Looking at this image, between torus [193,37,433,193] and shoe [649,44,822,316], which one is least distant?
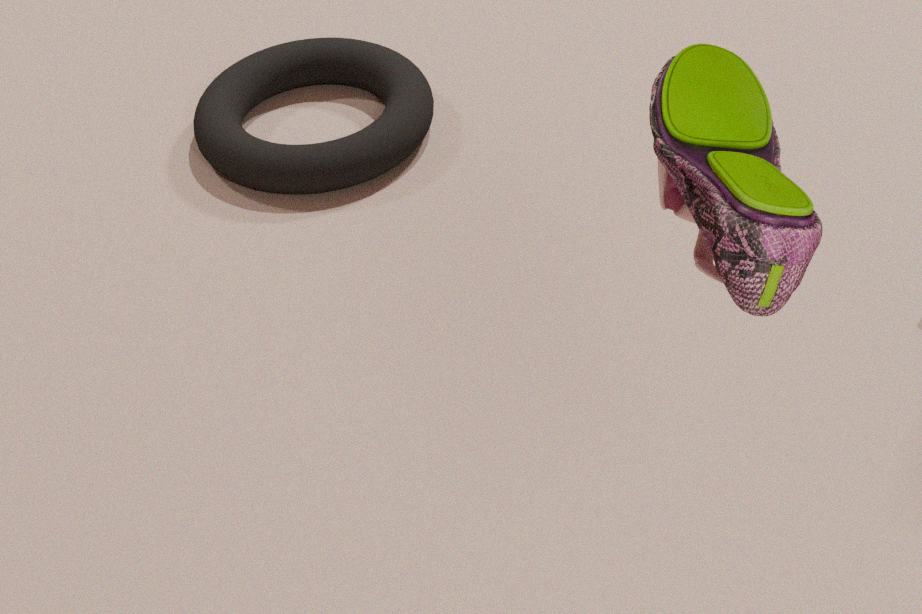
shoe [649,44,822,316]
